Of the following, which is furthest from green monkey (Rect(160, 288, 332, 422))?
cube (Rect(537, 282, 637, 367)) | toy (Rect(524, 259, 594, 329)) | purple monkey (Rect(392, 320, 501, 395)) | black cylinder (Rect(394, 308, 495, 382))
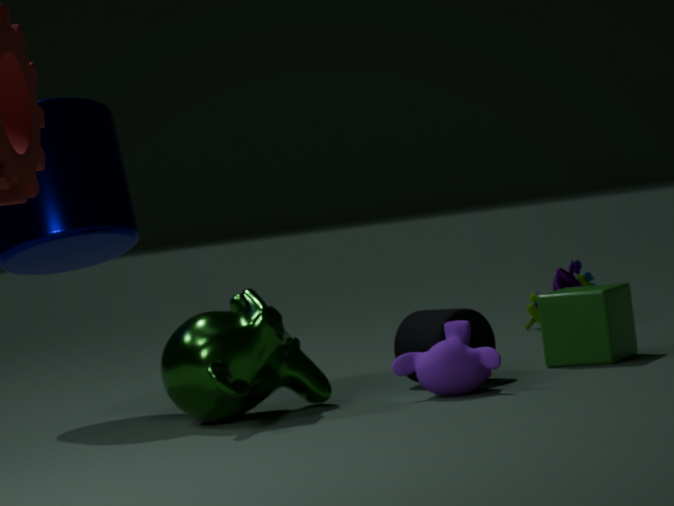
toy (Rect(524, 259, 594, 329))
